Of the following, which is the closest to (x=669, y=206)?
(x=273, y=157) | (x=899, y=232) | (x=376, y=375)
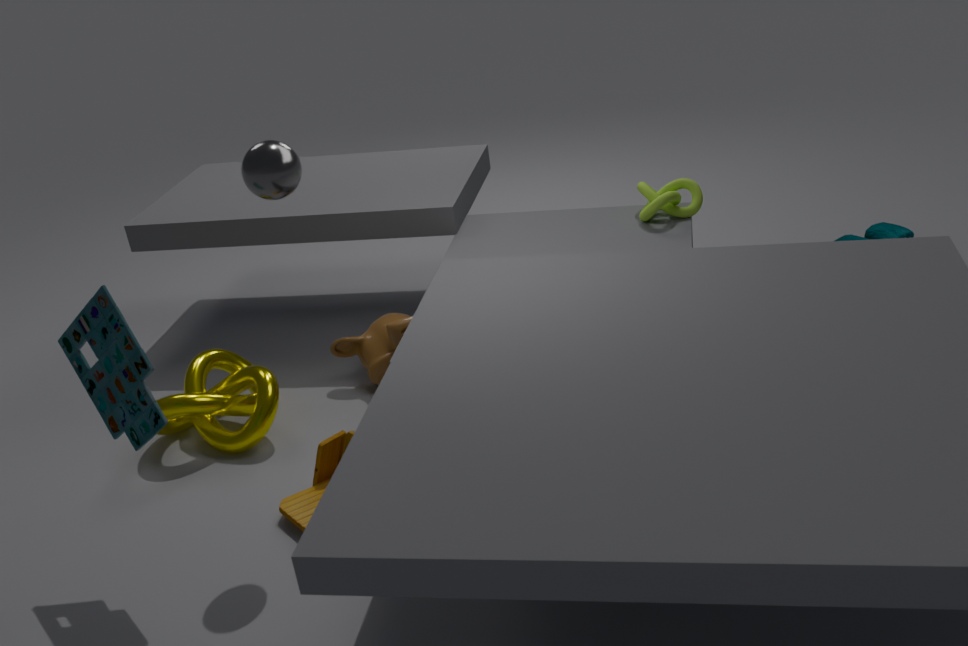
(x=899, y=232)
